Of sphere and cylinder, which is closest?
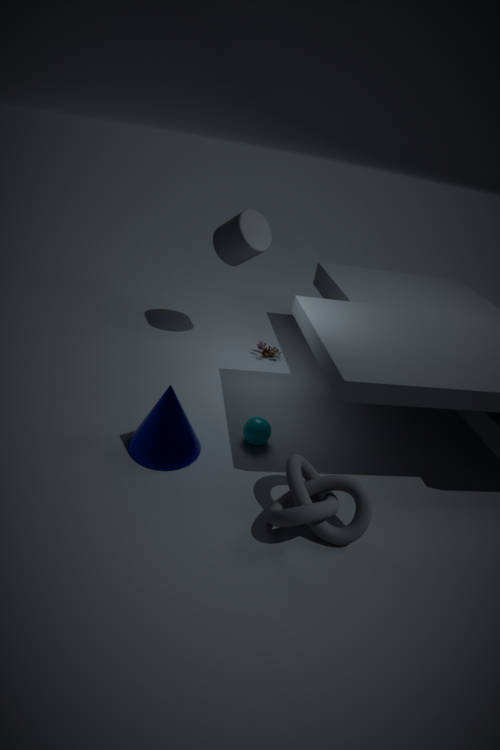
sphere
